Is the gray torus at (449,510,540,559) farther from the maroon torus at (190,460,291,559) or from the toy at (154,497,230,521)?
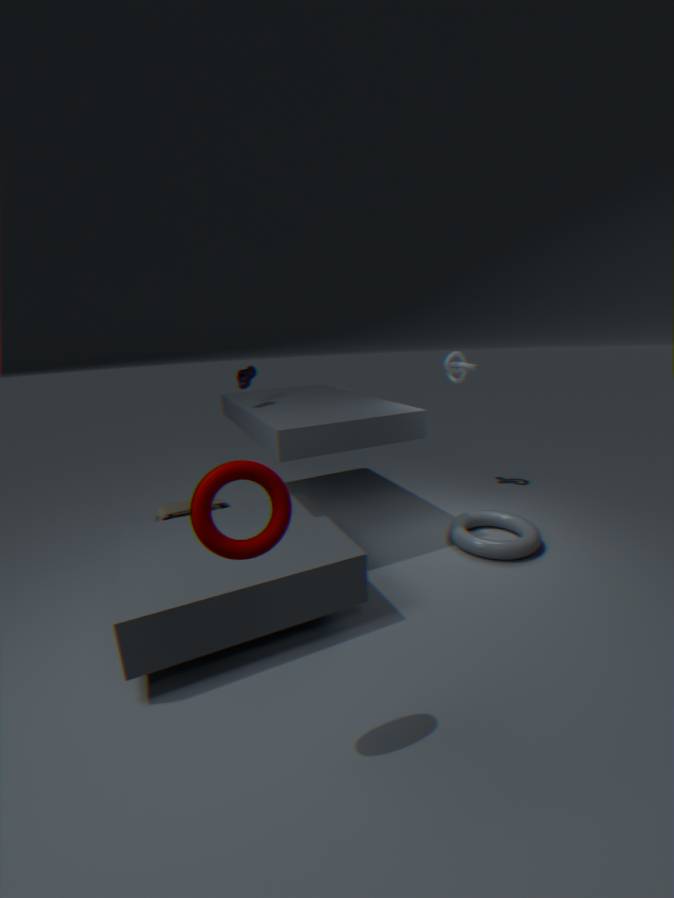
the maroon torus at (190,460,291,559)
